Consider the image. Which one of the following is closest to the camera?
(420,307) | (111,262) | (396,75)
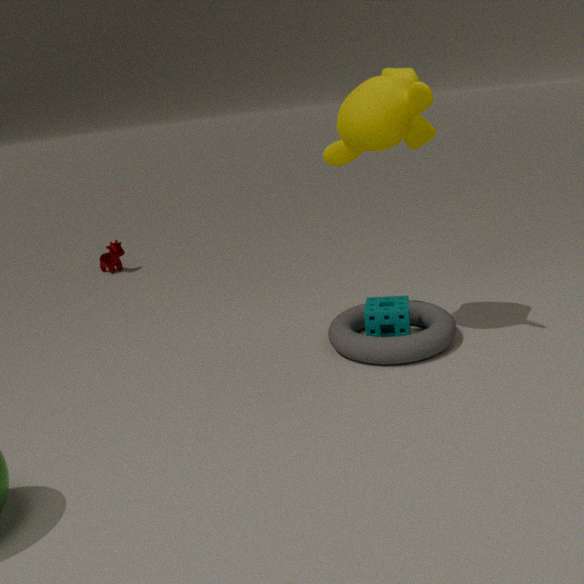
(396,75)
